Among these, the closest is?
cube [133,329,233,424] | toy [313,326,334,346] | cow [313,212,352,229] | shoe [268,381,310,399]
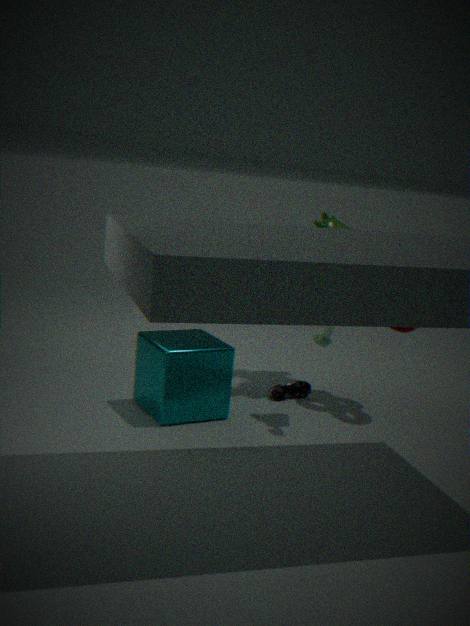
cube [133,329,233,424]
